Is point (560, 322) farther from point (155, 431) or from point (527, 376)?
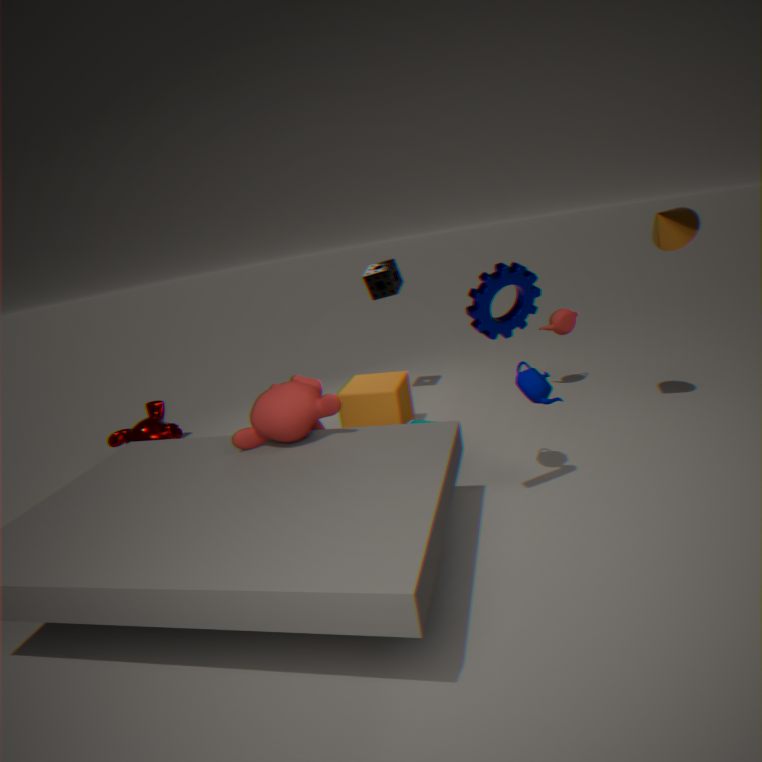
point (155, 431)
